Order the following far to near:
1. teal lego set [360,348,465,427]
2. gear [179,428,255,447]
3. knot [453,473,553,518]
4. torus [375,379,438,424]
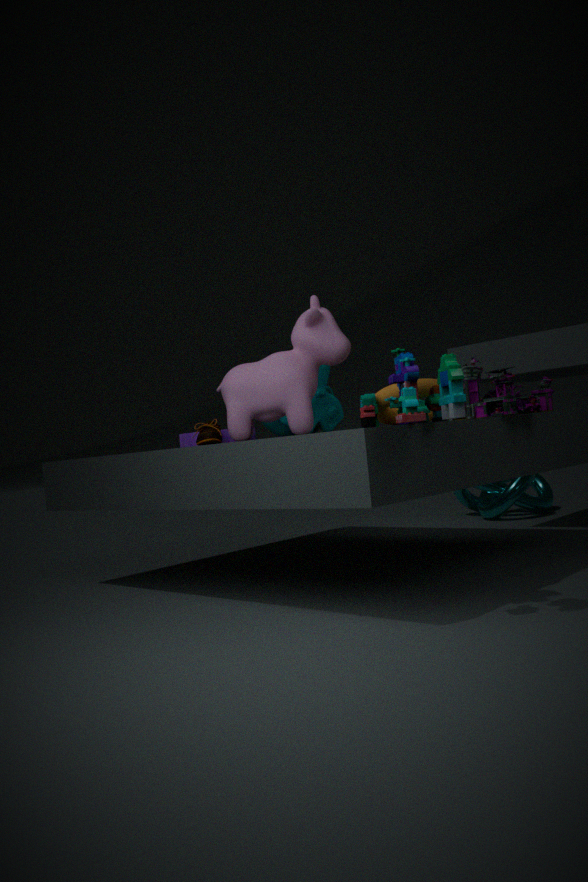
knot [453,473,553,518], gear [179,428,255,447], torus [375,379,438,424], teal lego set [360,348,465,427]
